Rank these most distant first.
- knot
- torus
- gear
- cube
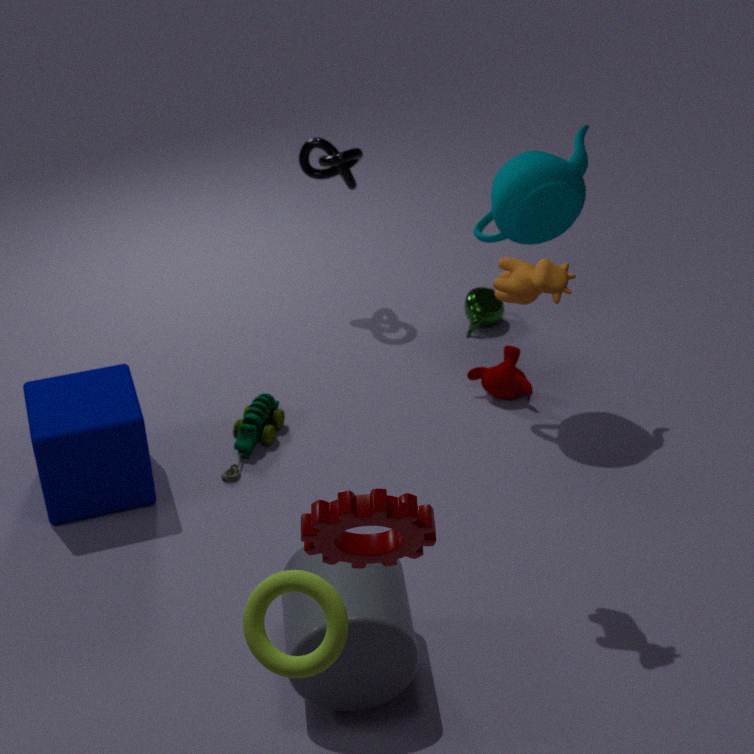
knot → cube → torus → gear
